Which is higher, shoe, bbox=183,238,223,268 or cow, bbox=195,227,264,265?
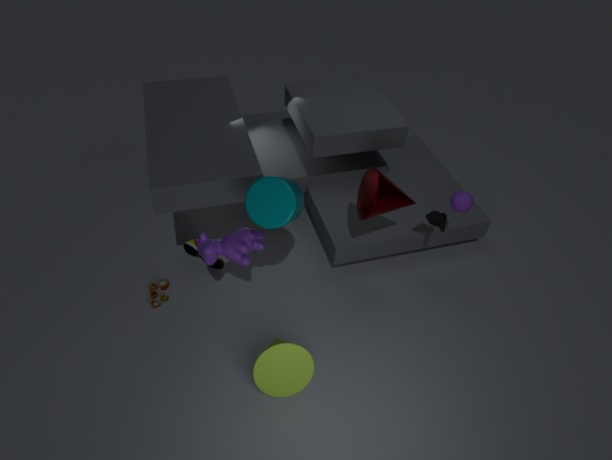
cow, bbox=195,227,264,265
